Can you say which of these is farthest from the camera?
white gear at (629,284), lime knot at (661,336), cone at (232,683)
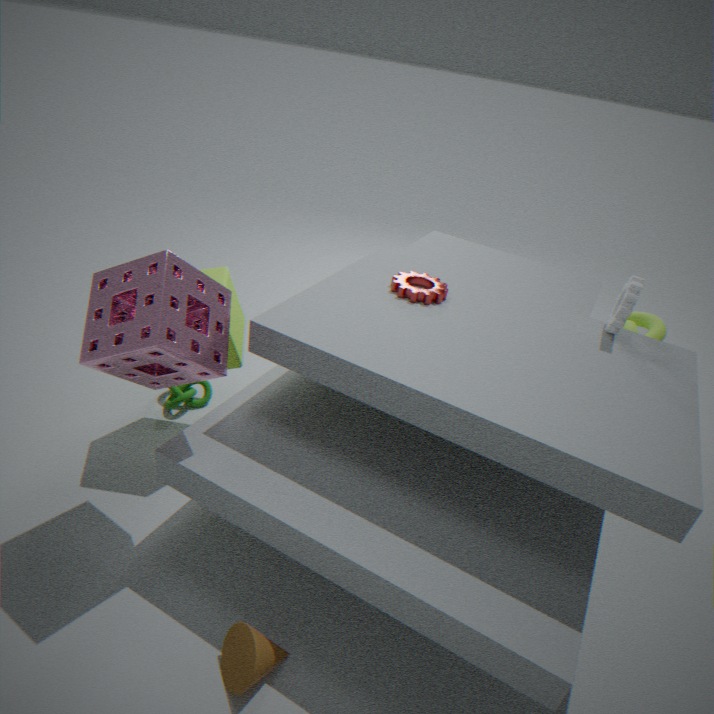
lime knot at (661,336)
